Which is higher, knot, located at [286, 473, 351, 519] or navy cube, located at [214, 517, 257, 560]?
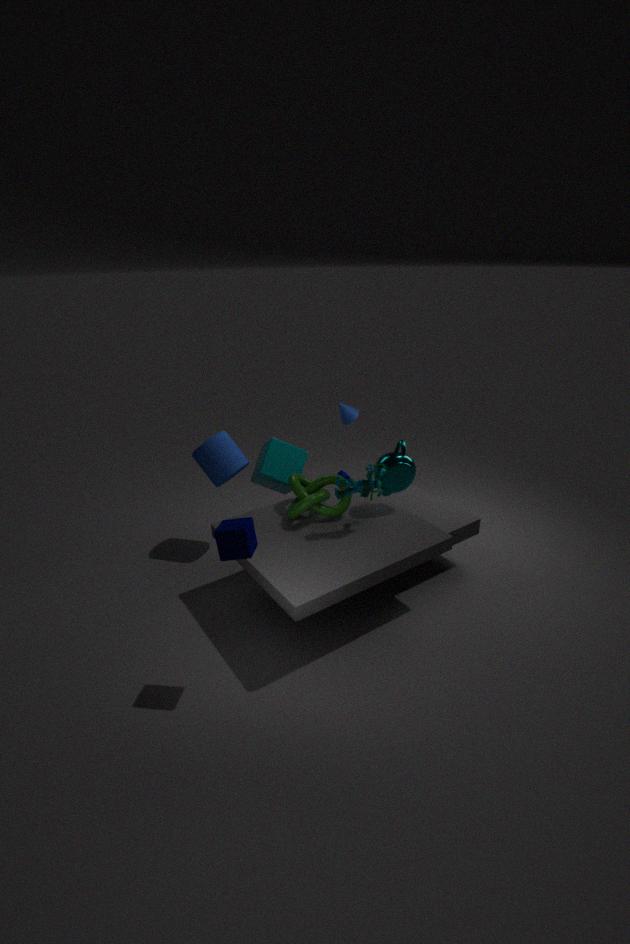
navy cube, located at [214, 517, 257, 560]
